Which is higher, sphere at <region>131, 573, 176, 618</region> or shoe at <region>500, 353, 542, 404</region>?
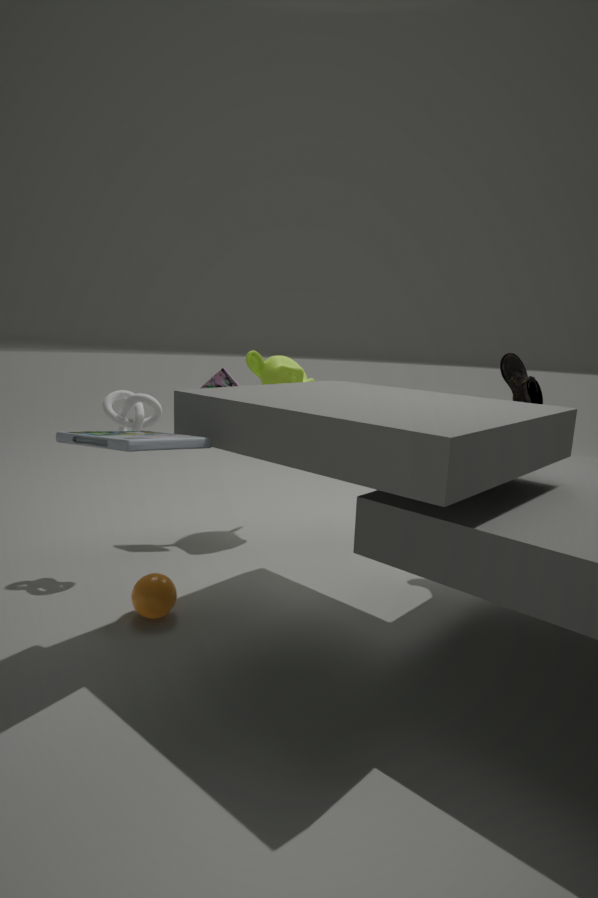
shoe at <region>500, 353, 542, 404</region>
